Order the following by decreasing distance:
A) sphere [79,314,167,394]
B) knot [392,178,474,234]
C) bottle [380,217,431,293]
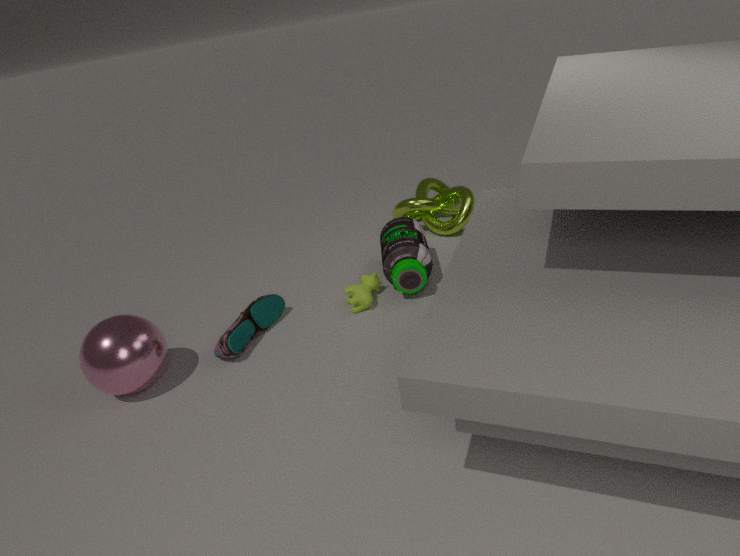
knot [392,178,474,234], bottle [380,217,431,293], sphere [79,314,167,394]
